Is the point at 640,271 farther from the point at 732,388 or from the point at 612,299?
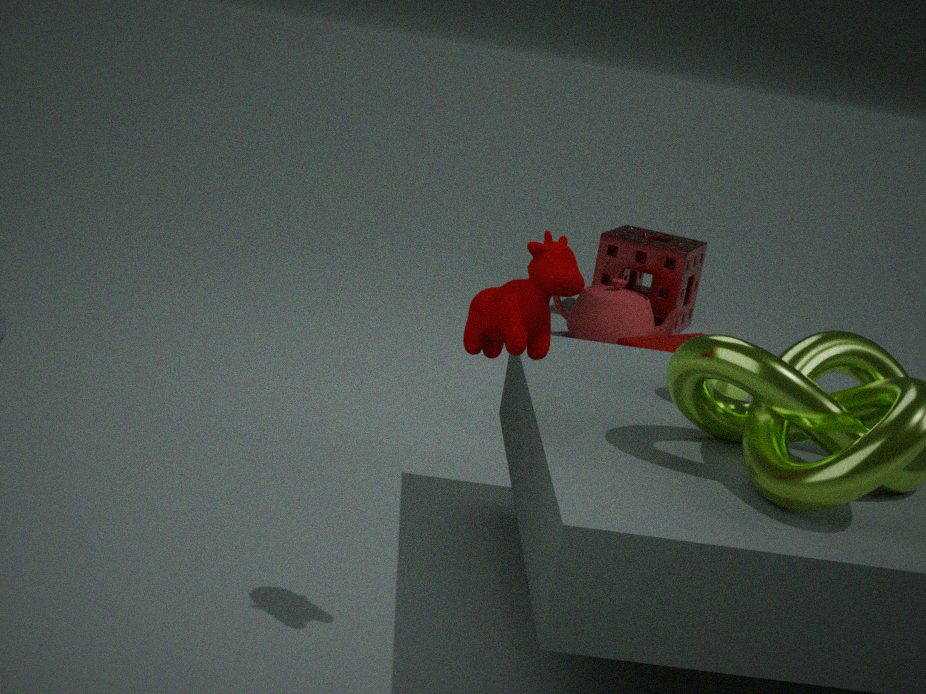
the point at 732,388
